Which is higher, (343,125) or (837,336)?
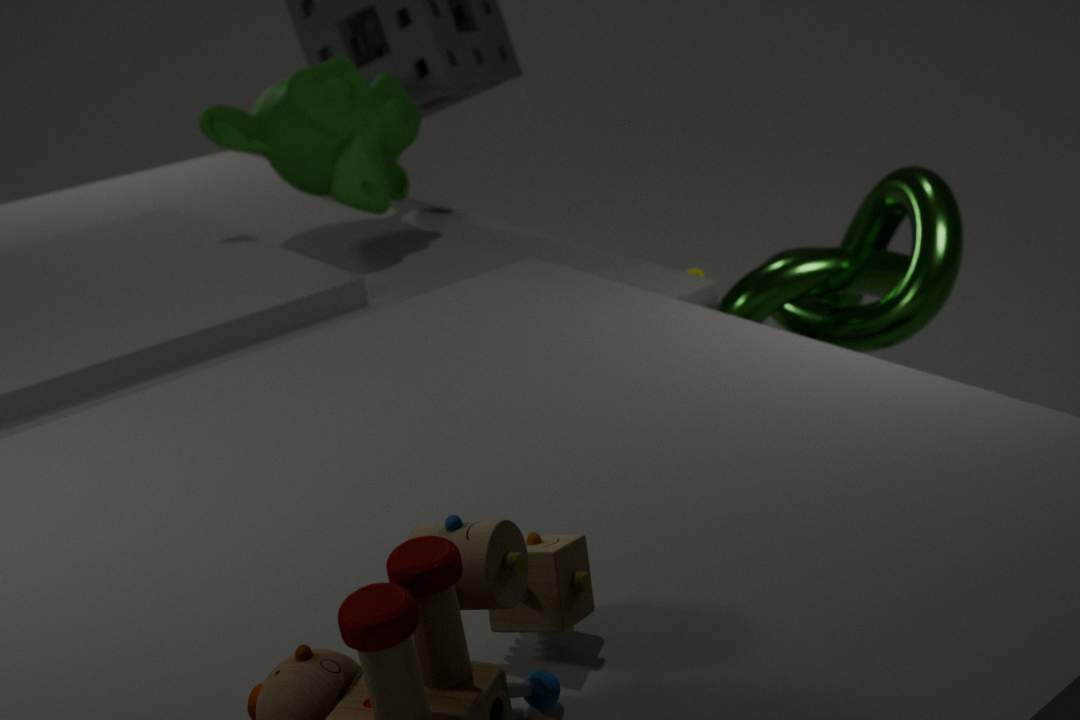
(343,125)
